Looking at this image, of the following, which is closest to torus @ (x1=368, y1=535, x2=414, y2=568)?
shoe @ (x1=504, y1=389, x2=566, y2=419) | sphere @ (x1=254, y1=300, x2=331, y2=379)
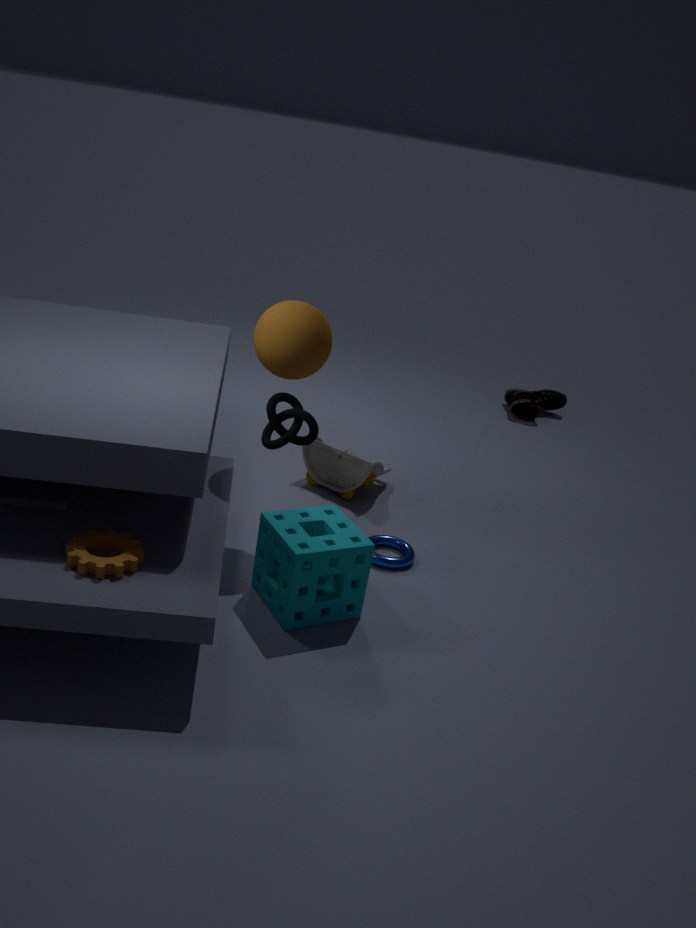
sphere @ (x1=254, y1=300, x2=331, y2=379)
